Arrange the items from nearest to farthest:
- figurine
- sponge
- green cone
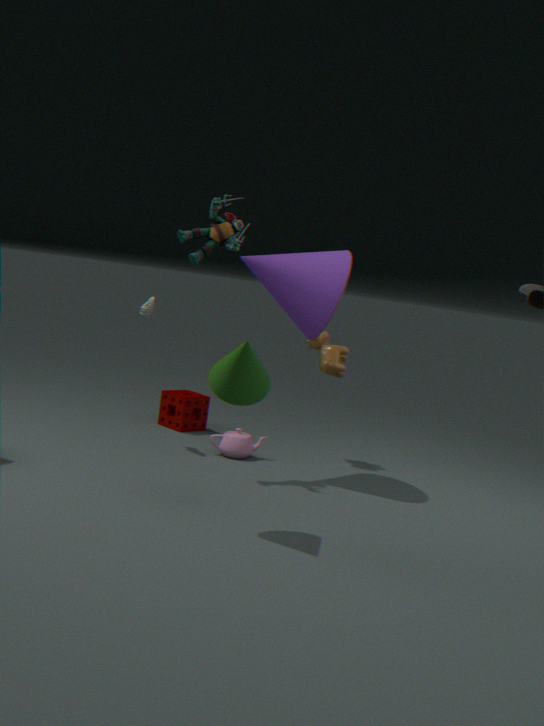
green cone < figurine < sponge
